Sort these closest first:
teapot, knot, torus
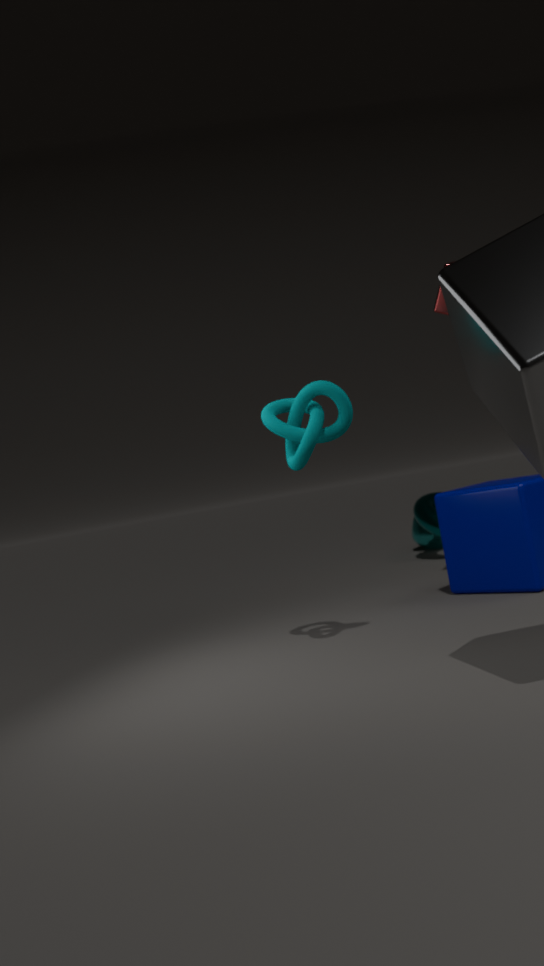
knot, torus, teapot
